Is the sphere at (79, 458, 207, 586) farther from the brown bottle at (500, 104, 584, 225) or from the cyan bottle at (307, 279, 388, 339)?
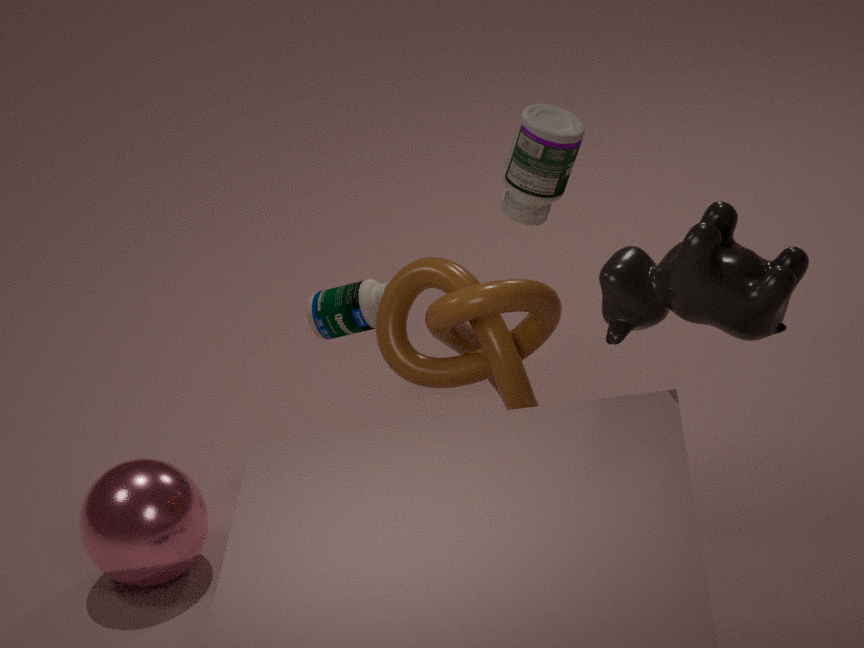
the brown bottle at (500, 104, 584, 225)
